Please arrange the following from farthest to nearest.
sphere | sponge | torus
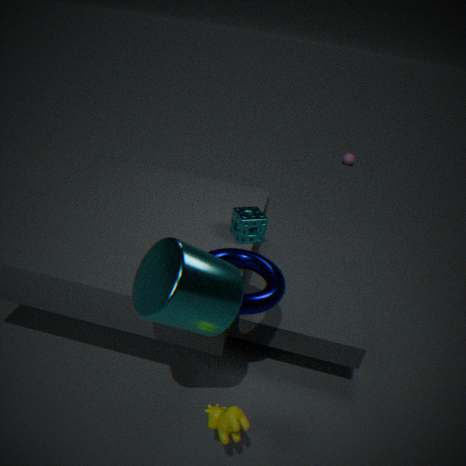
sphere < sponge < torus
